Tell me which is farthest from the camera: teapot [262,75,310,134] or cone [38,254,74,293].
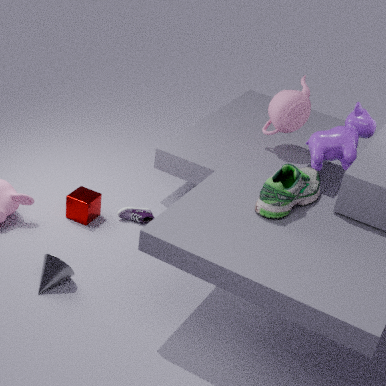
teapot [262,75,310,134]
